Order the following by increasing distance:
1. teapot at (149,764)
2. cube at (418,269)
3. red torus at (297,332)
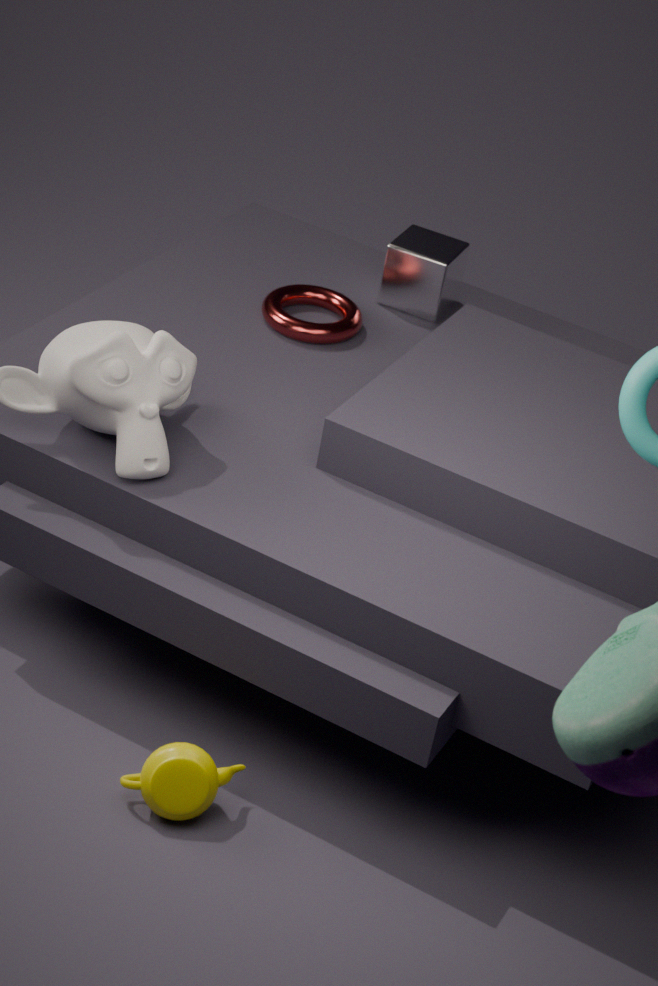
teapot at (149,764), red torus at (297,332), cube at (418,269)
